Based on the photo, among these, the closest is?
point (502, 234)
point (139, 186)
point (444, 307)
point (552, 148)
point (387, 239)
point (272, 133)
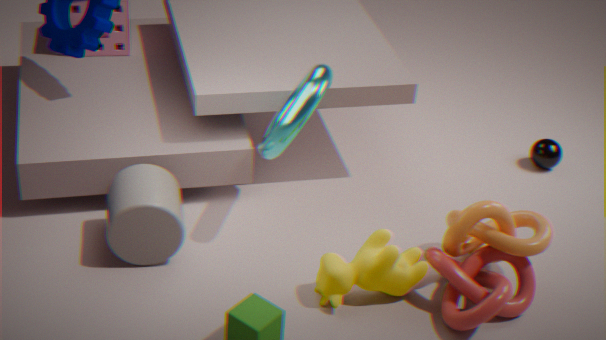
point (444, 307)
